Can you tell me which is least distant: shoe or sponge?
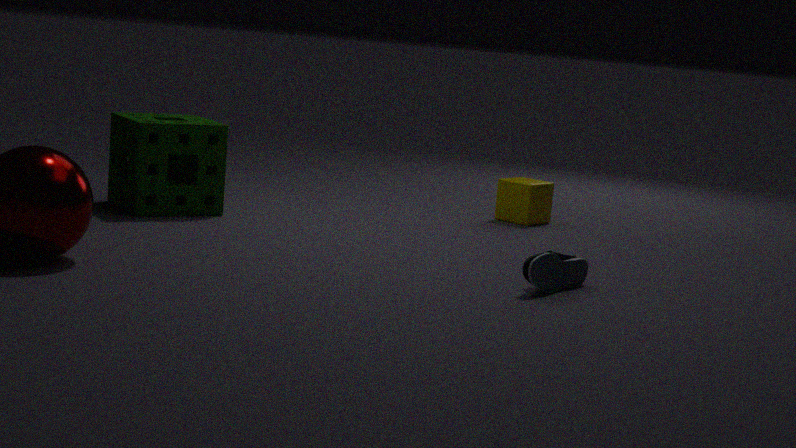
shoe
